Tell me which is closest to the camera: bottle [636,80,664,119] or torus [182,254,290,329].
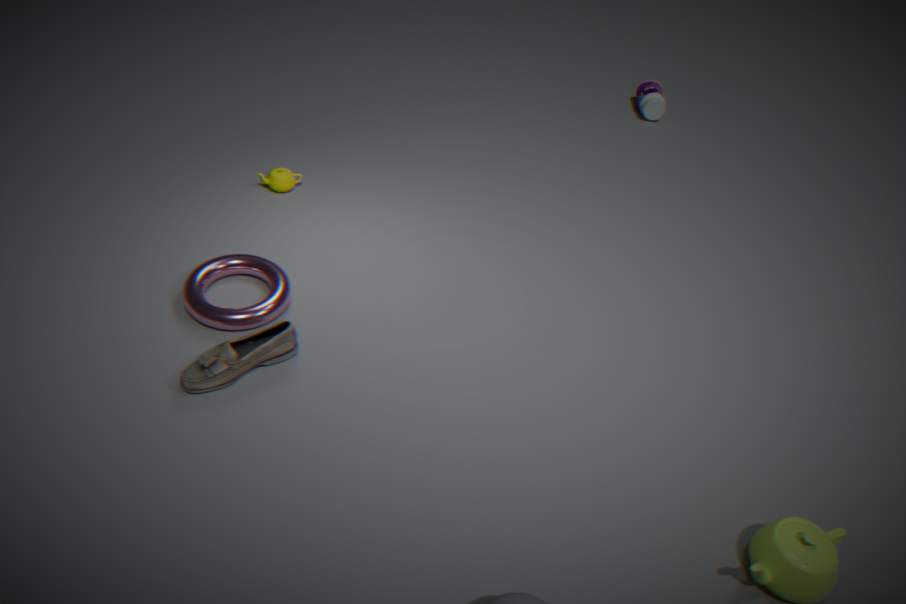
torus [182,254,290,329]
